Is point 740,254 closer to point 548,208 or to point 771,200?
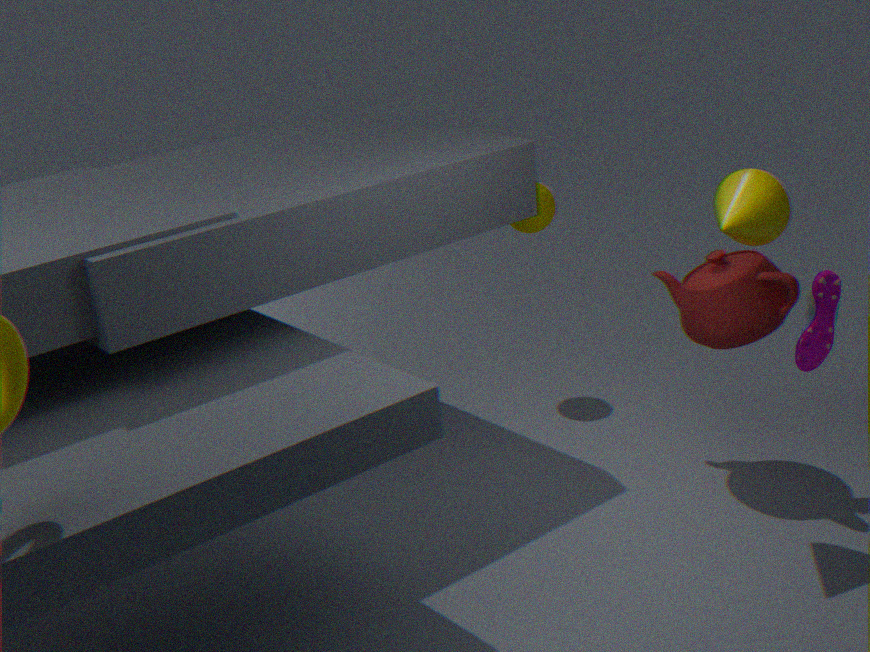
point 771,200
